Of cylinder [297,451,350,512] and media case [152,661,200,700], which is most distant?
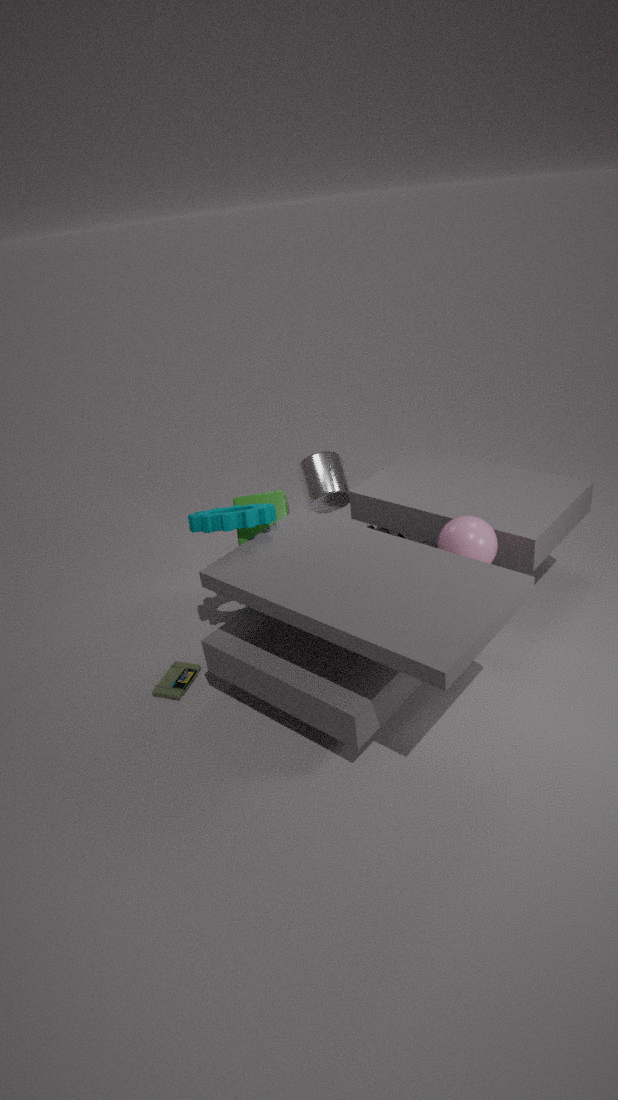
cylinder [297,451,350,512]
